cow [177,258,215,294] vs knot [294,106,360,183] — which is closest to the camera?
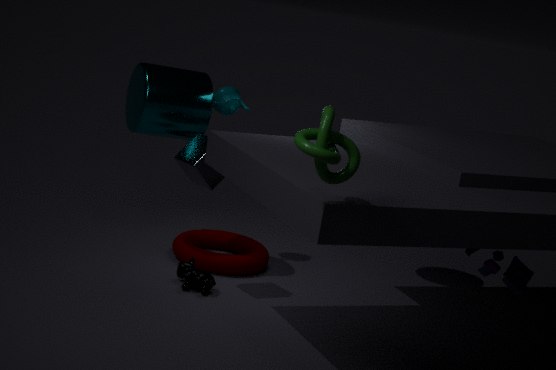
knot [294,106,360,183]
